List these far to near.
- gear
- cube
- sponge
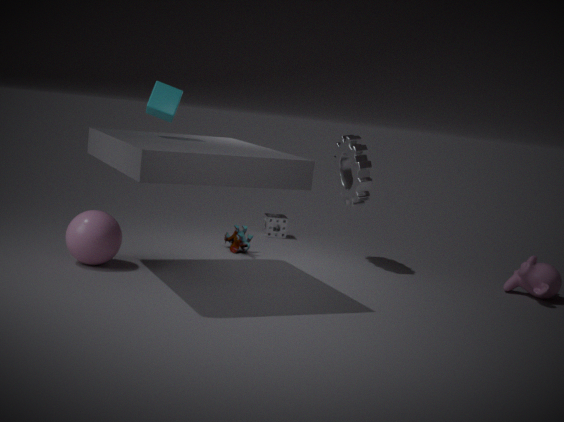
sponge
gear
cube
